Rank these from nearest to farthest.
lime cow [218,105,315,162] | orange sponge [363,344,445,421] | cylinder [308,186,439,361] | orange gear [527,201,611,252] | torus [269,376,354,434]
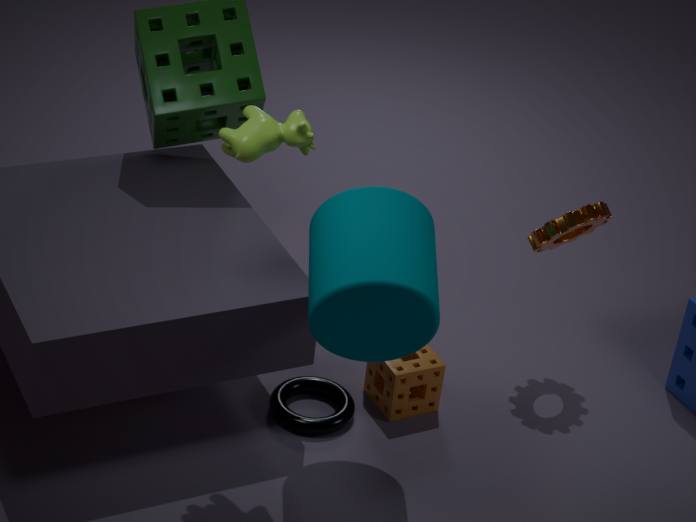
1. cylinder [308,186,439,361]
2. lime cow [218,105,315,162]
3. torus [269,376,354,434]
4. orange sponge [363,344,445,421]
5. orange gear [527,201,611,252]
